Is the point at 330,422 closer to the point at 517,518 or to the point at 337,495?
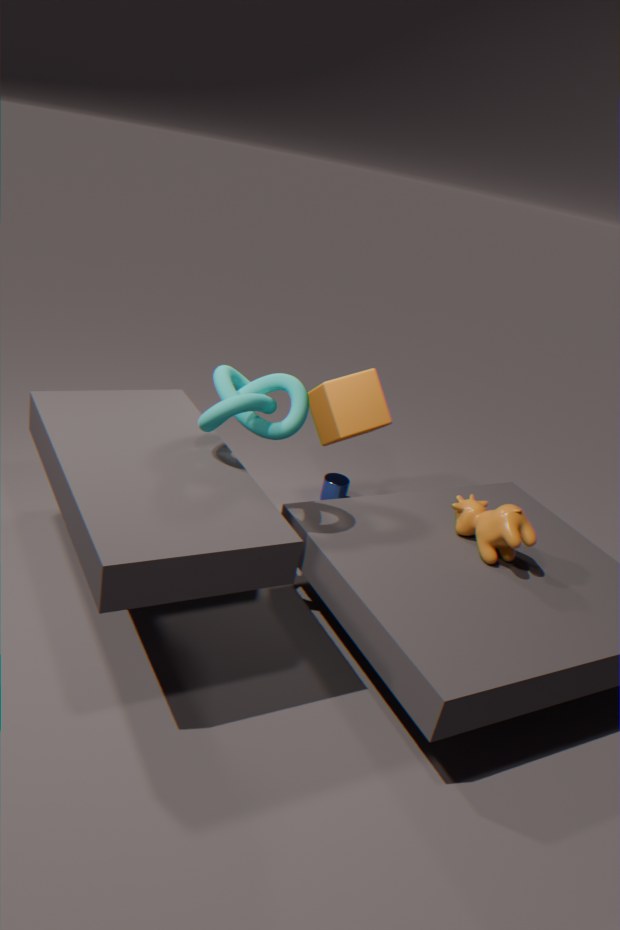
the point at 337,495
